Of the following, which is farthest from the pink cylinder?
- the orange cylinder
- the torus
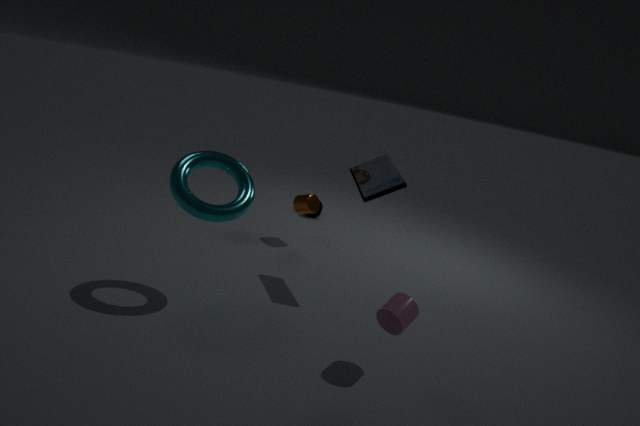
the orange cylinder
